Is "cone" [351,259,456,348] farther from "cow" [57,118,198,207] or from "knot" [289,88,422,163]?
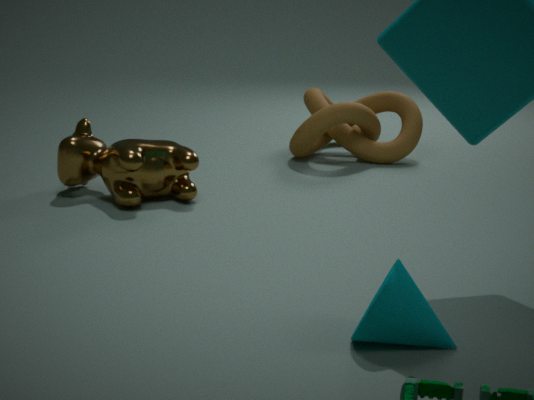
"knot" [289,88,422,163]
